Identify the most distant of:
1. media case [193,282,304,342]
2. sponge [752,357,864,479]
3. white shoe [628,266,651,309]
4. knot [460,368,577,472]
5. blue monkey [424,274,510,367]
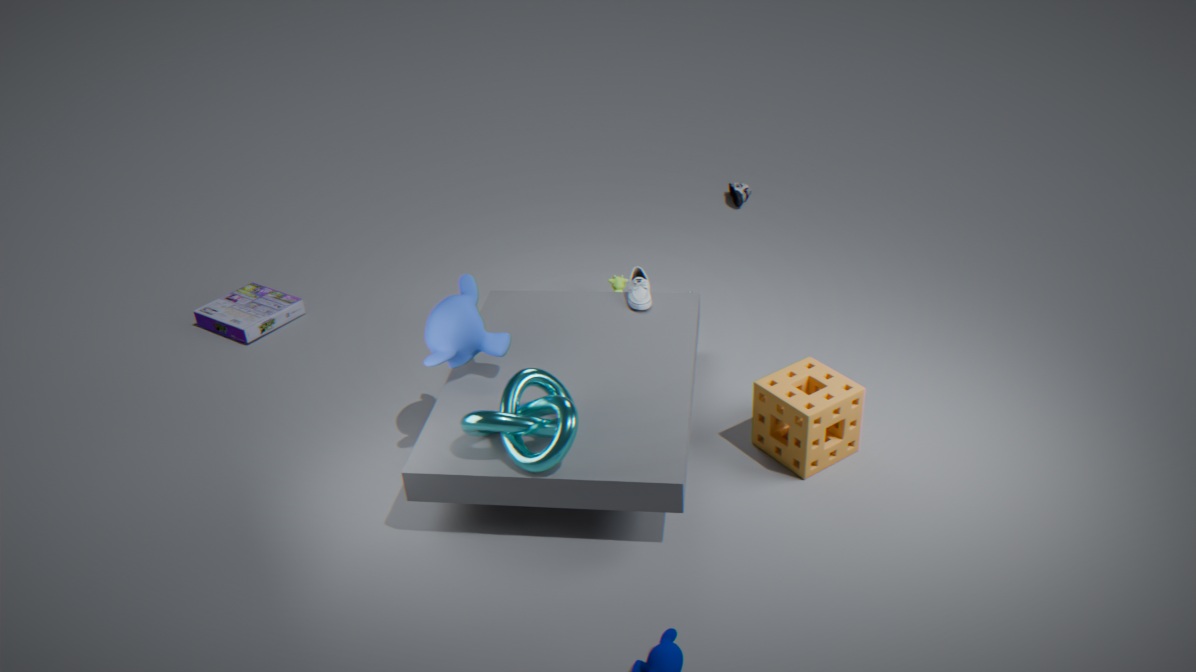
media case [193,282,304,342]
